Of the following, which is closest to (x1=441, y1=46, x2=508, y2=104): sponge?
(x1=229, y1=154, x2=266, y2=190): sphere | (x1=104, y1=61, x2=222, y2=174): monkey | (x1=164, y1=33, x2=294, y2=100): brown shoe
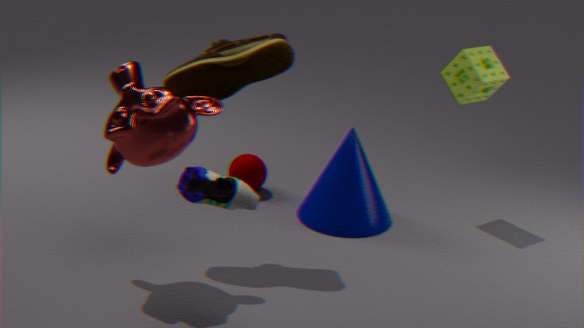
(x1=164, y1=33, x2=294, y2=100): brown shoe
